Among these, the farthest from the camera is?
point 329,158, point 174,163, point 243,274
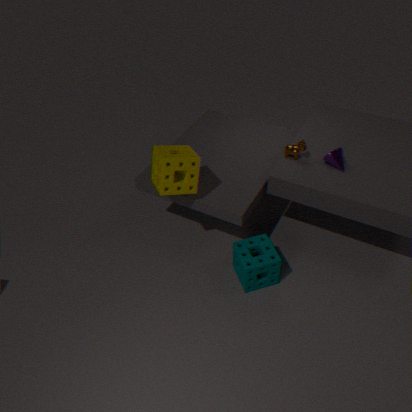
point 329,158
